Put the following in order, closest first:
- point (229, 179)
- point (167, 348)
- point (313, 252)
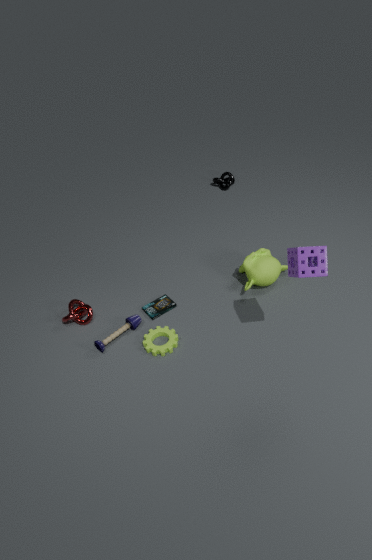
point (313, 252), point (167, 348), point (229, 179)
